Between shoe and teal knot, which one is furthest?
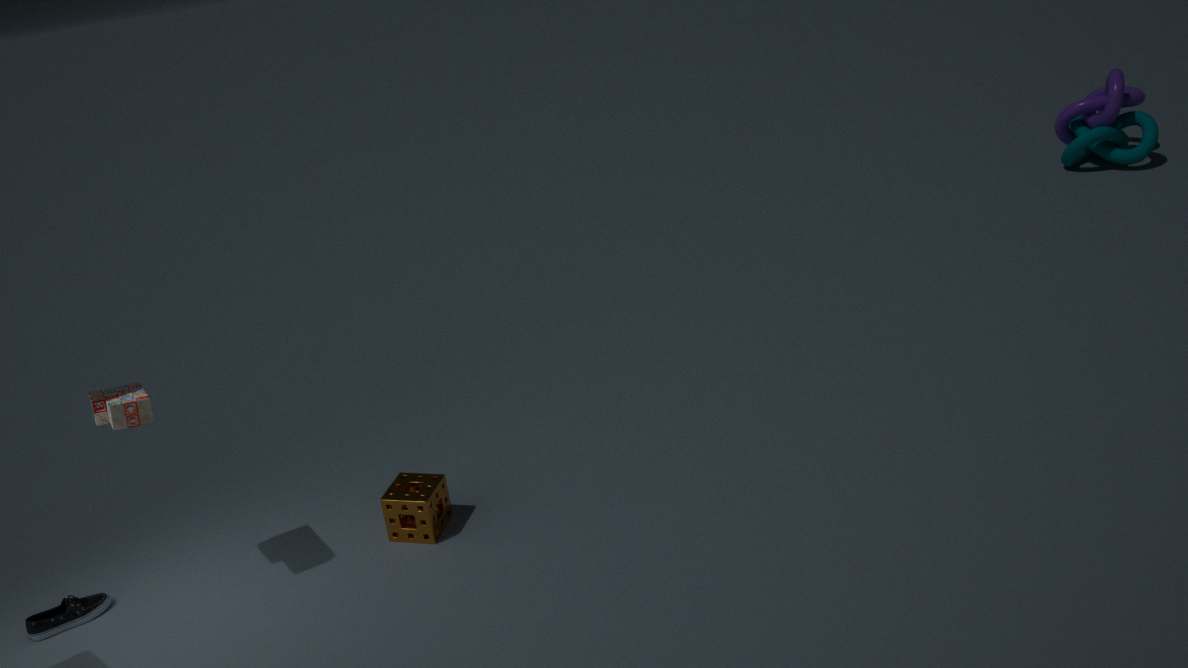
teal knot
